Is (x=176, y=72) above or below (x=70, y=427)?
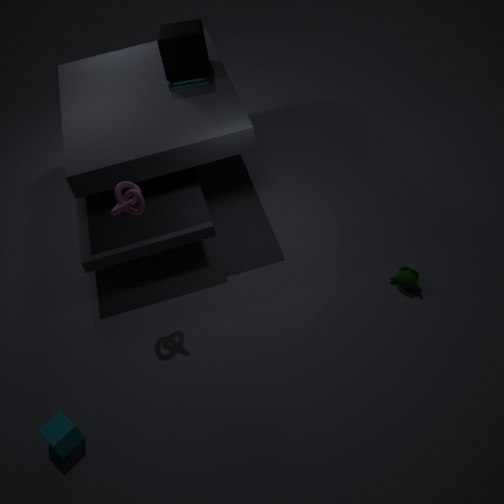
above
